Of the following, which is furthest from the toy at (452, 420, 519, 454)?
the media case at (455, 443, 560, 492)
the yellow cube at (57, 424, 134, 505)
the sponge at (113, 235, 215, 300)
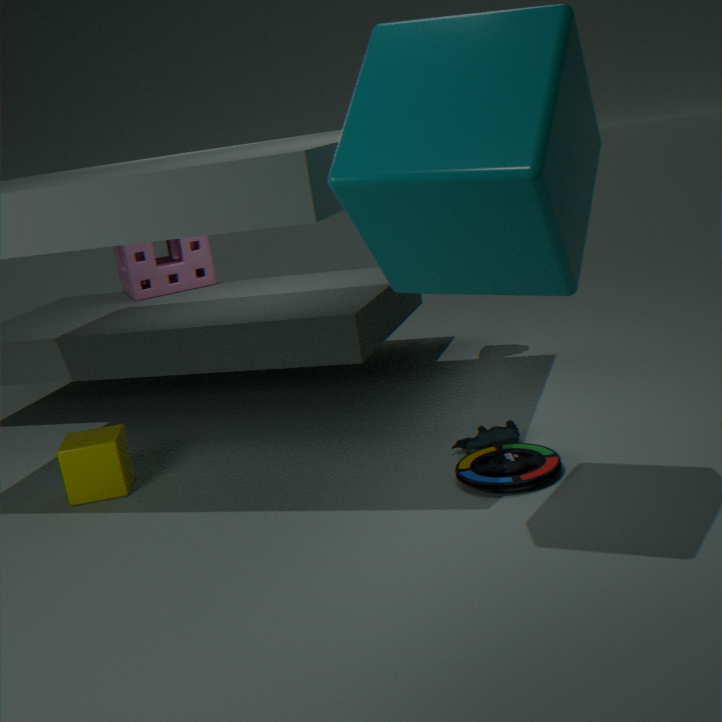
the sponge at (113, 235, 215, 300)
